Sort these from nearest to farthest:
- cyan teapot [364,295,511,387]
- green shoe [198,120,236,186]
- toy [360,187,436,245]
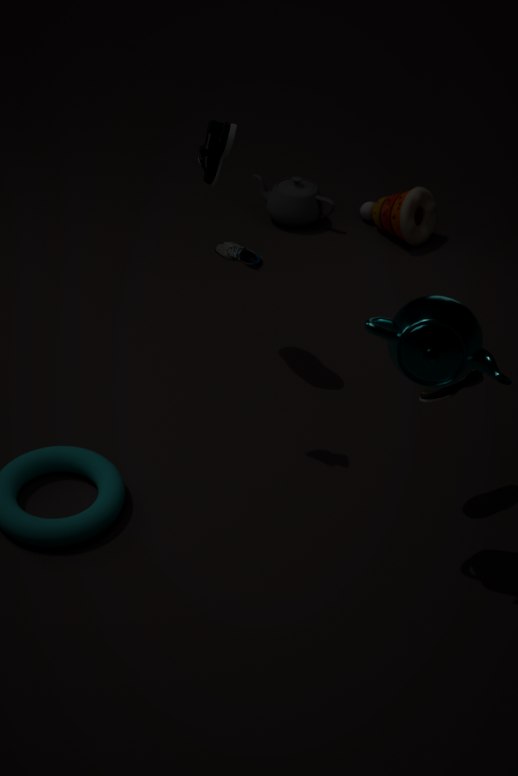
cyan teapot [364,295,511,387]
green shoe [198,120,236,186]
toy [360,187,436,245]
